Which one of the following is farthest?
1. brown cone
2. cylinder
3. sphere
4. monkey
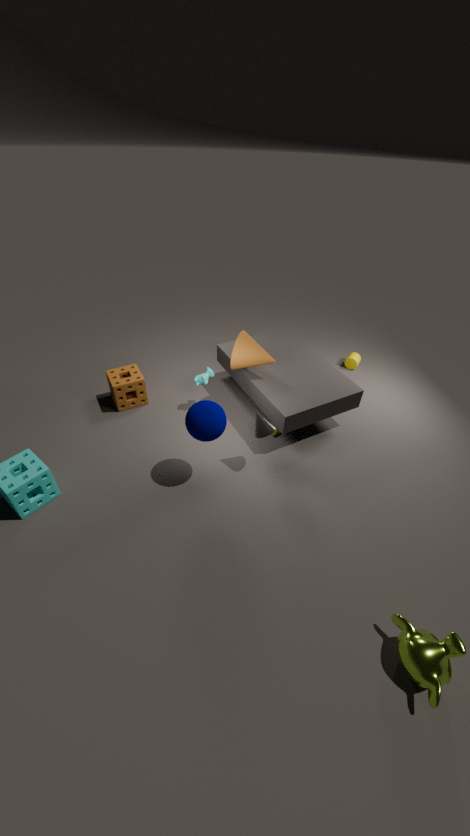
cylinder
